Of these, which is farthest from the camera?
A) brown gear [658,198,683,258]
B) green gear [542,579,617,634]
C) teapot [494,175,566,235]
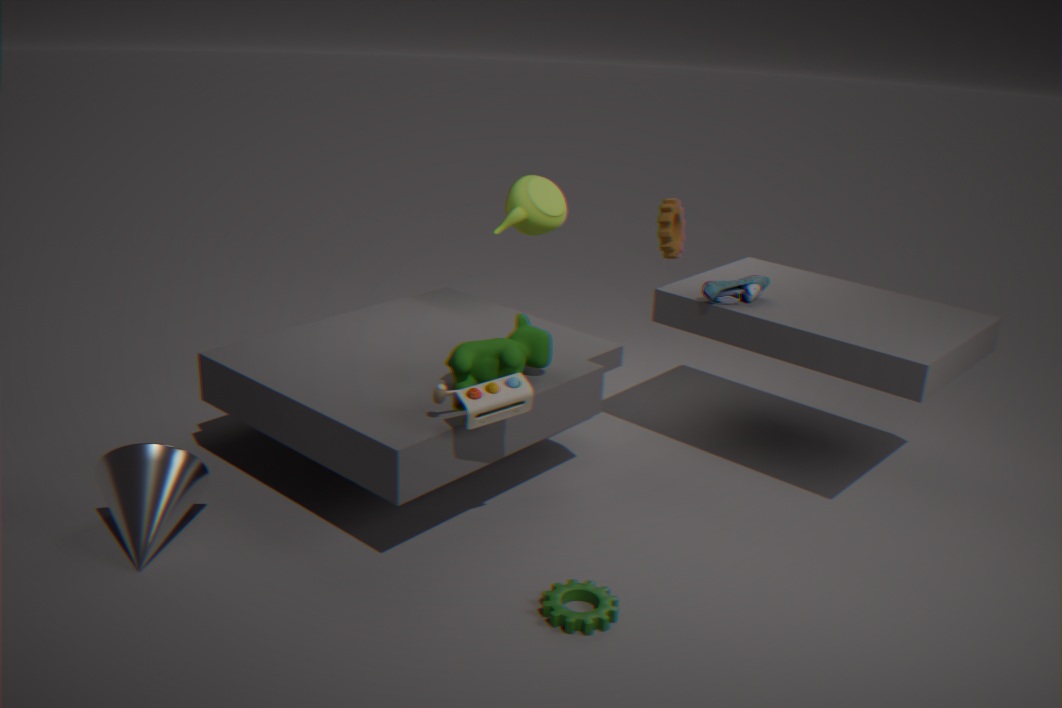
C. teapot [494,175,566,235]
